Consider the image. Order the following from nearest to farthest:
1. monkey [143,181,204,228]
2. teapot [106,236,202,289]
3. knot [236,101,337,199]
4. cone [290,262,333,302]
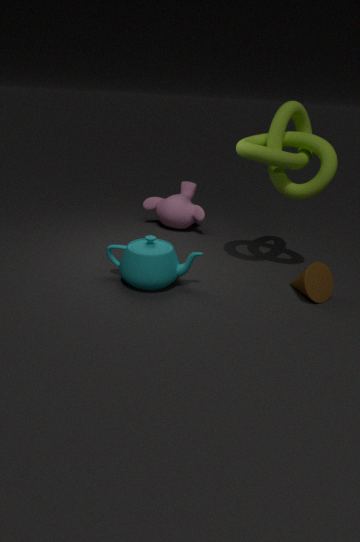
teapot [106,236,202,289] → knot [236,101,337,199] → cone [290,262,333,302] → monkey [143,181,204,228]
